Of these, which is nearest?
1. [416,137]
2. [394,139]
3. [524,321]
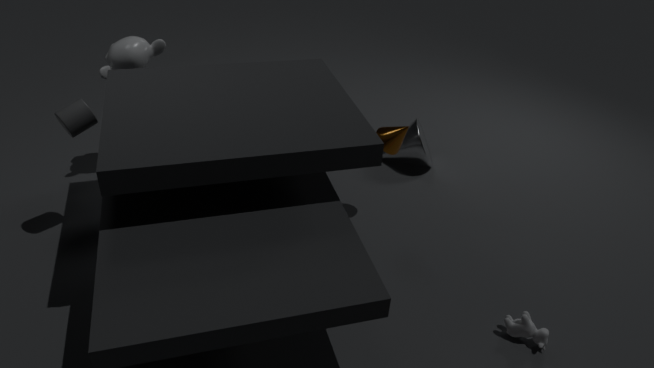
[524,321]
